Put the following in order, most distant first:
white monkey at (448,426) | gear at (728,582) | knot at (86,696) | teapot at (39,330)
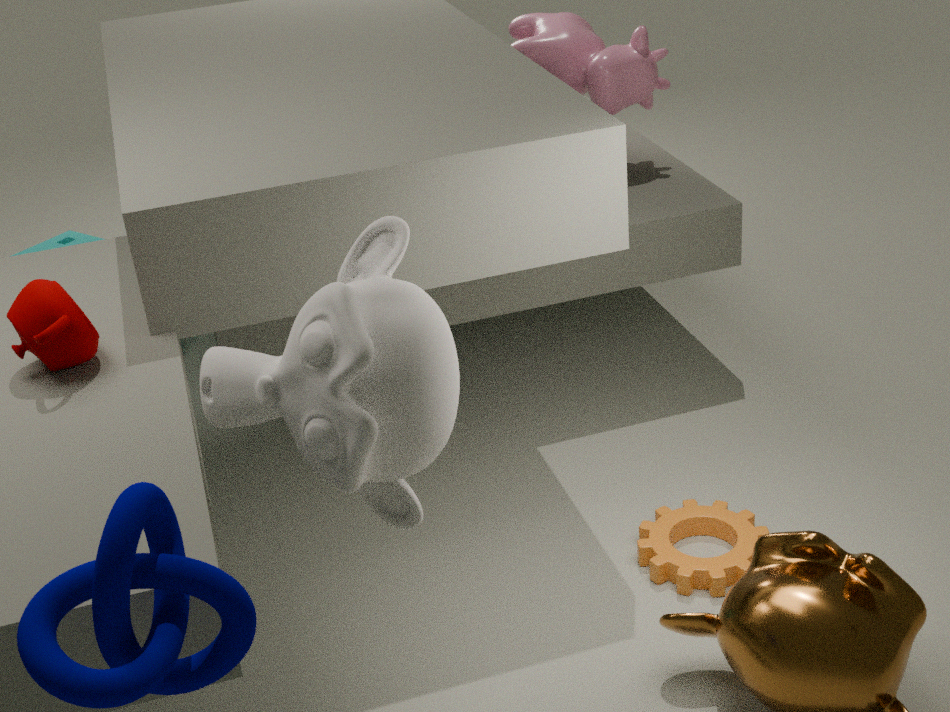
gear at (728,582), teapot at (39,330), white monkey at (448,426), knot at (86,696)
